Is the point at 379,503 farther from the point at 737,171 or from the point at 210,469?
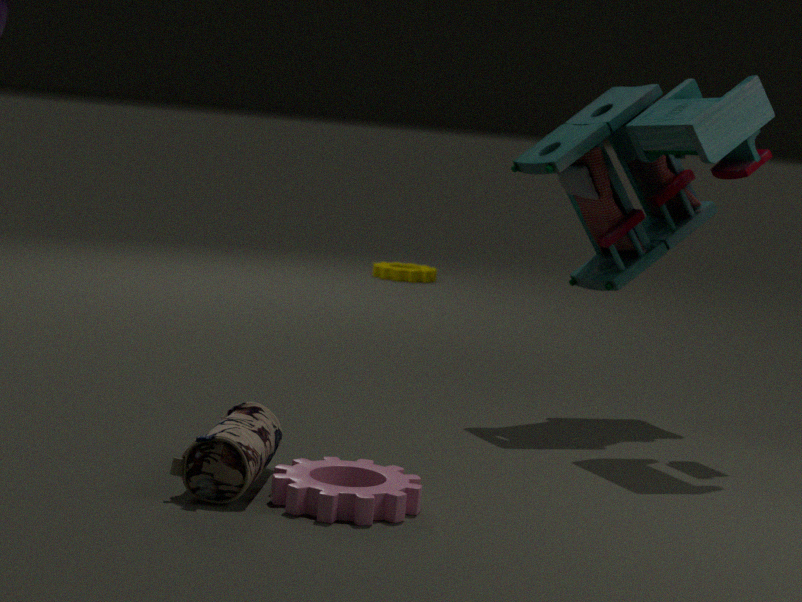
the point at 737,171
